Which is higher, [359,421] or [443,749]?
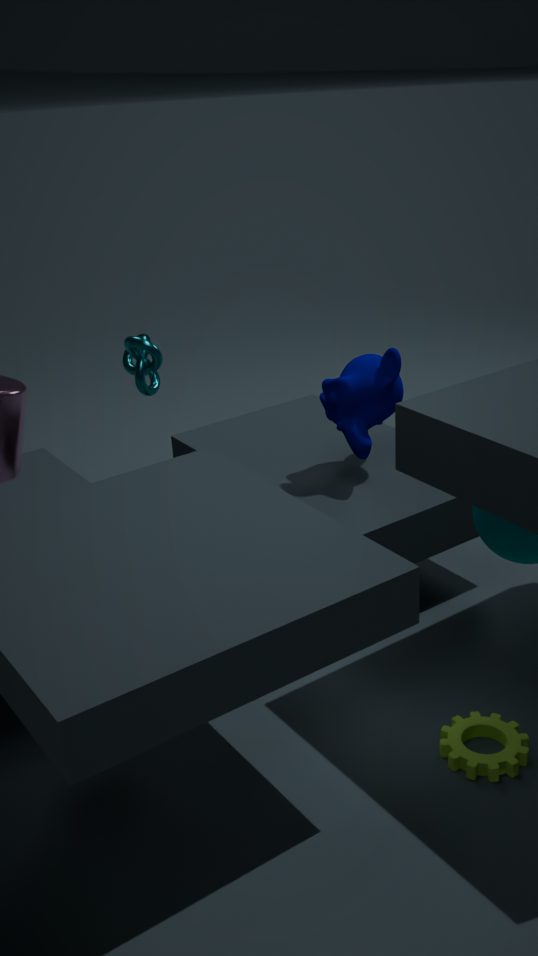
[359,421]
